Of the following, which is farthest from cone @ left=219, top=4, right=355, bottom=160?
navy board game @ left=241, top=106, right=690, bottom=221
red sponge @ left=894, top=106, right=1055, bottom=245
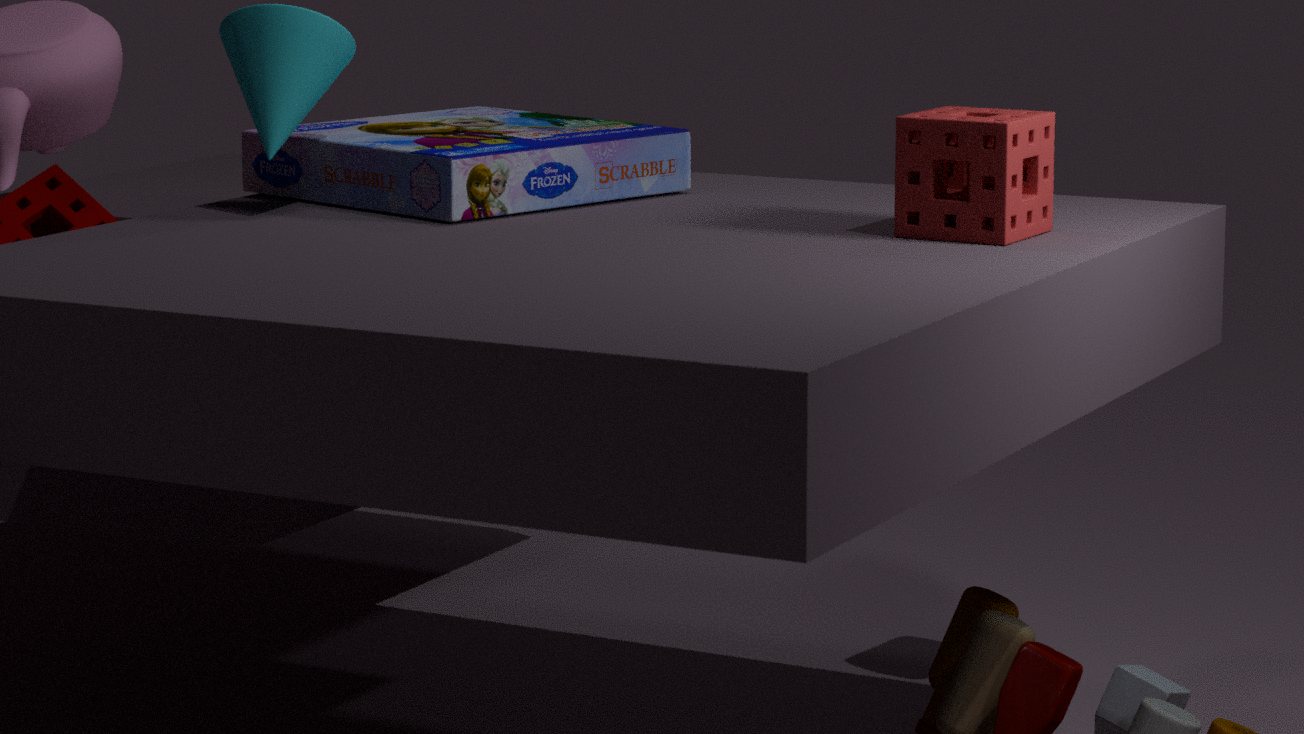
red sponge @ left=894, top=106, right=1055, bottom=245
